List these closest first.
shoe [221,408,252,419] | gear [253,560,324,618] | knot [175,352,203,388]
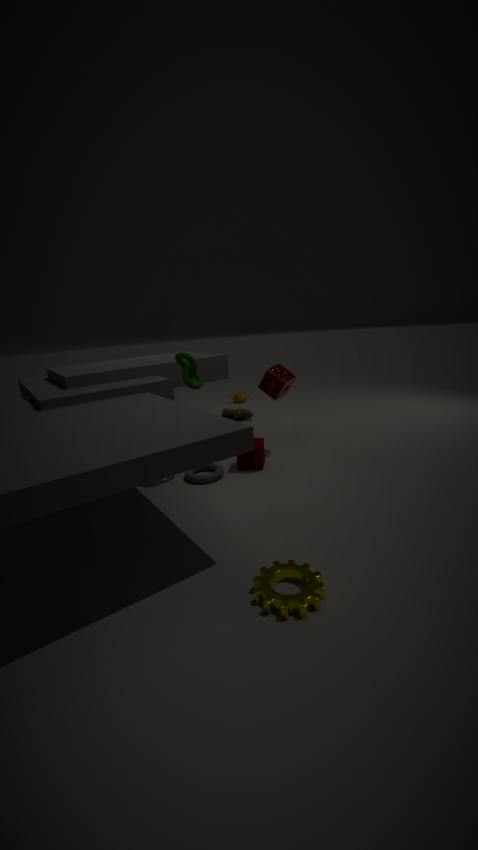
gear [253,560,324,618] < knot [175,352,203,388] < shoe [221,408,252,419]
